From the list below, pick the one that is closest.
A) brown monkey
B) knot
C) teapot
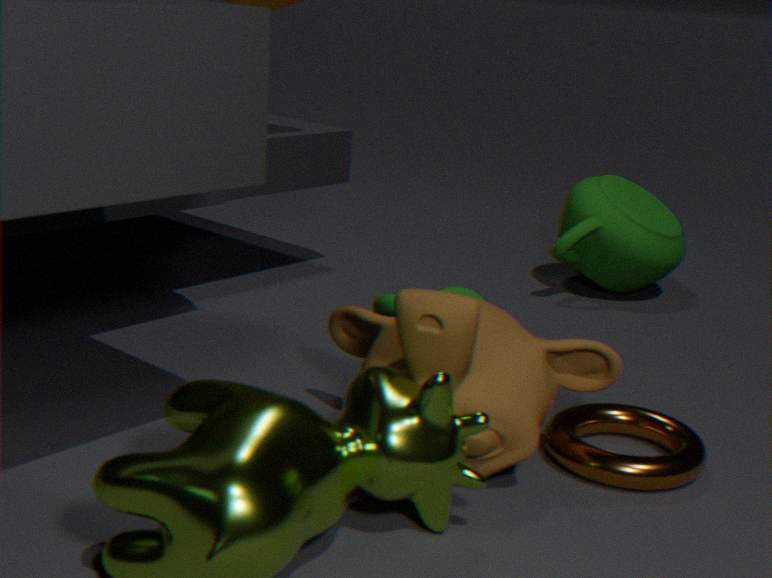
brown monkey
